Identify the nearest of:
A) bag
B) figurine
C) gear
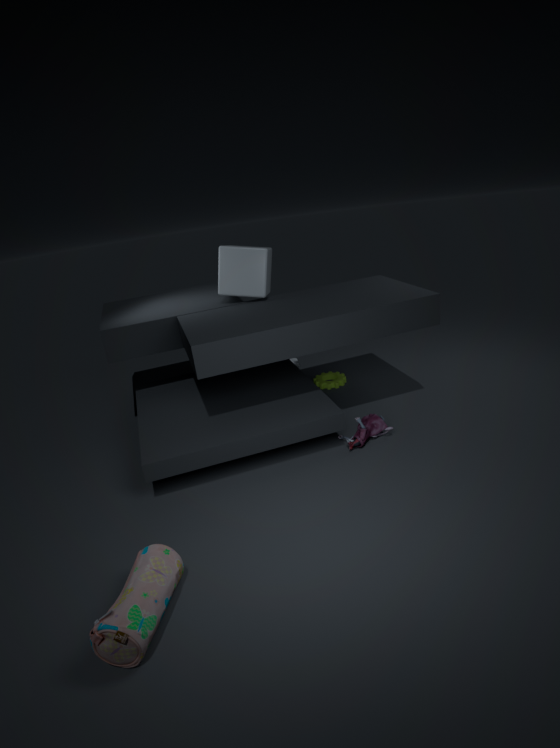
bag
